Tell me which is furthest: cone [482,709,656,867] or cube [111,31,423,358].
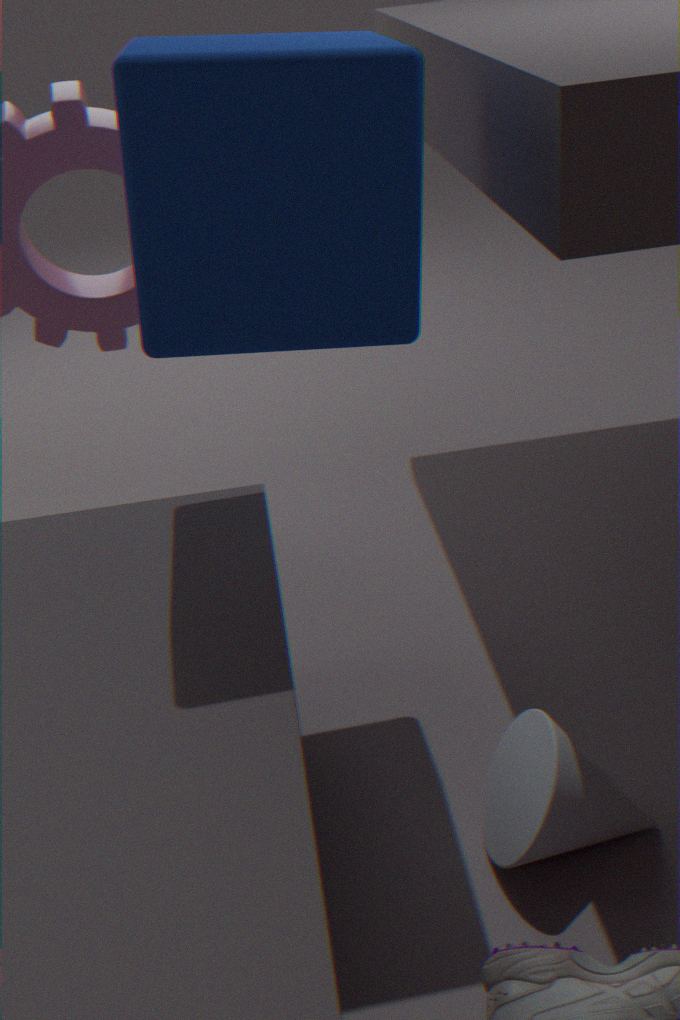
cone [482,709,656,867]
